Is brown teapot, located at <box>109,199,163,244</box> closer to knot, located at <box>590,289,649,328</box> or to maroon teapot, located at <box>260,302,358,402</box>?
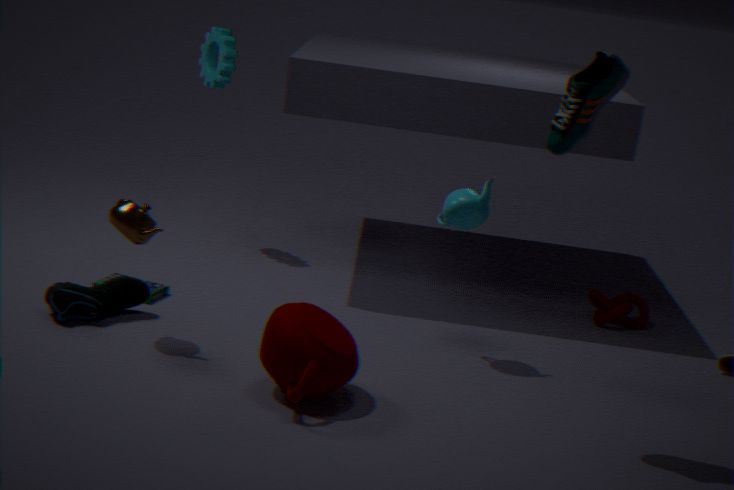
maroon teapot, located at <box>260,302,358,402</box>
